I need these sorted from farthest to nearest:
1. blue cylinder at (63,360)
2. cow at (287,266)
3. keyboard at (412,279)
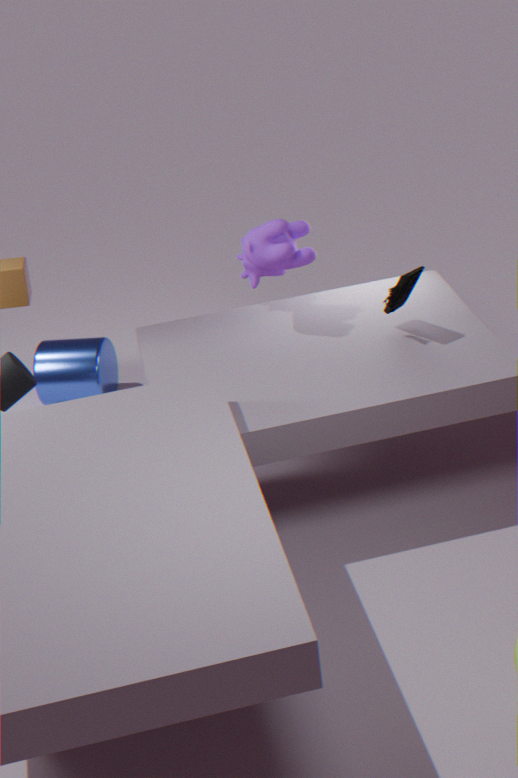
blue cylinder at (63,360) < cow at (287,266) < keyboard at (412,279)
